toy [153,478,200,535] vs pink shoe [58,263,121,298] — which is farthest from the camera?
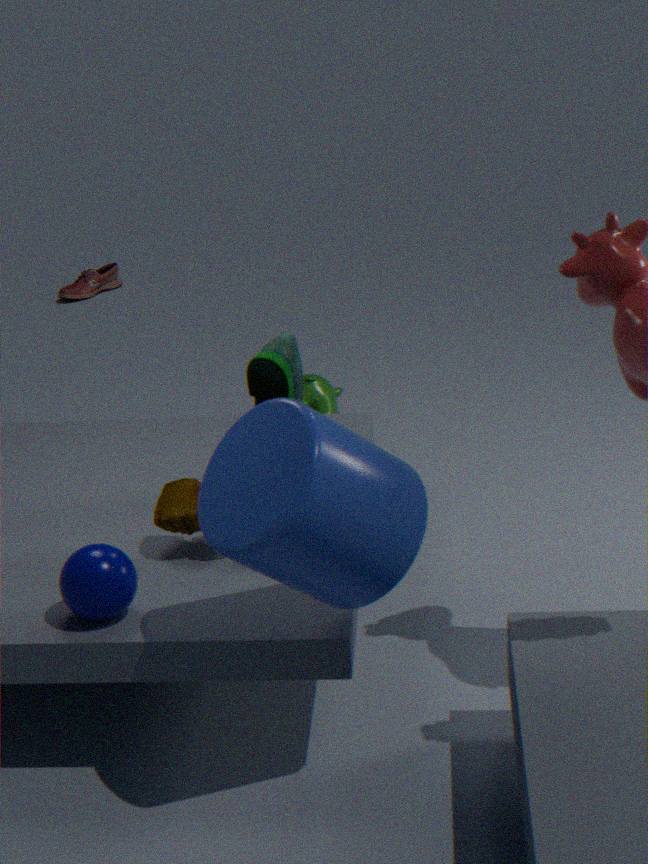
pink shoe [58,263,121,298]
